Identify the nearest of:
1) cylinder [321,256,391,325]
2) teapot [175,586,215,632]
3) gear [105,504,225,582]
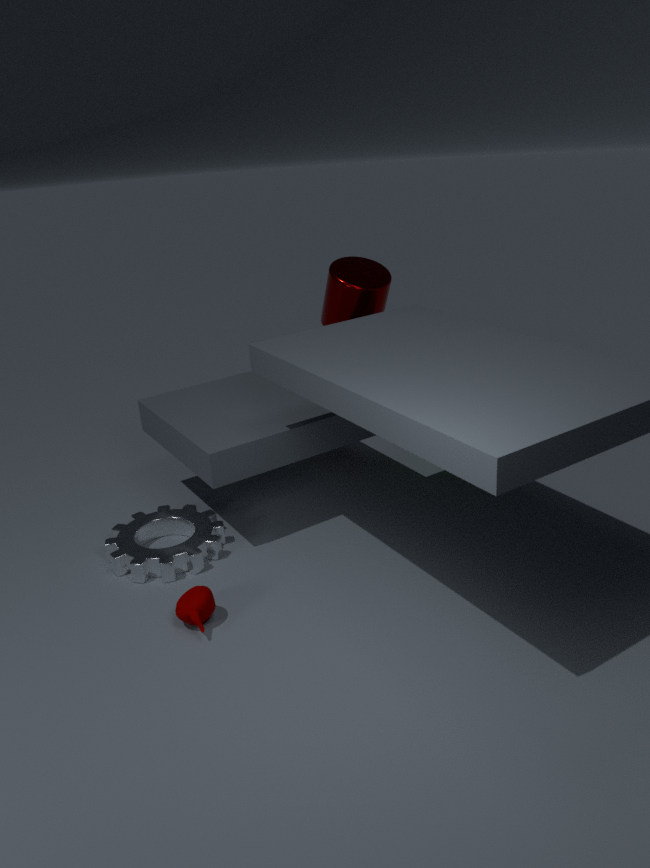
2. teapot [175,586,215,632]
